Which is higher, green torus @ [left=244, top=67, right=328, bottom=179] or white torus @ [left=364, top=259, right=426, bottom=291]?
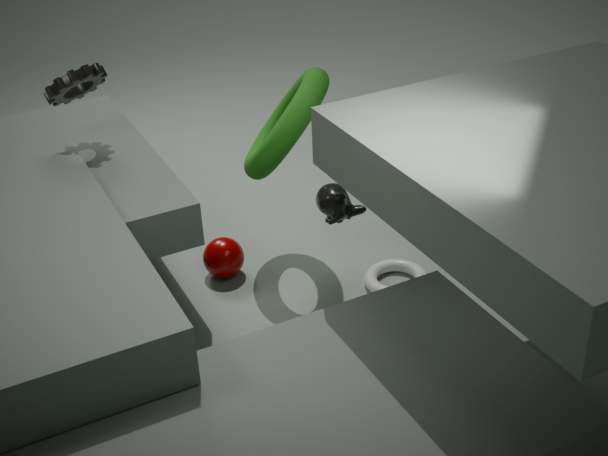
green torus @ [left=244, top=67, right=328, bottom=179]
